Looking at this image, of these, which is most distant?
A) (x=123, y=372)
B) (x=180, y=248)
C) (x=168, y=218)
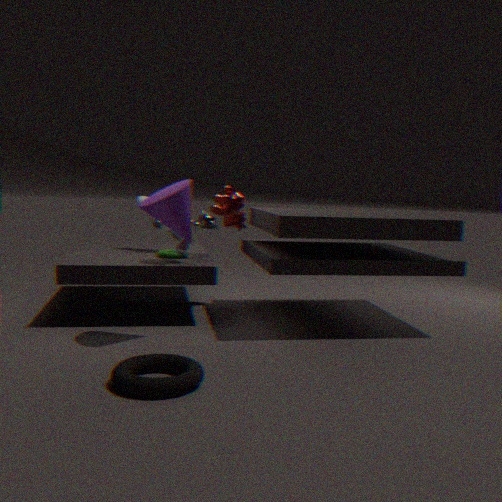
(x=180, y=248)
